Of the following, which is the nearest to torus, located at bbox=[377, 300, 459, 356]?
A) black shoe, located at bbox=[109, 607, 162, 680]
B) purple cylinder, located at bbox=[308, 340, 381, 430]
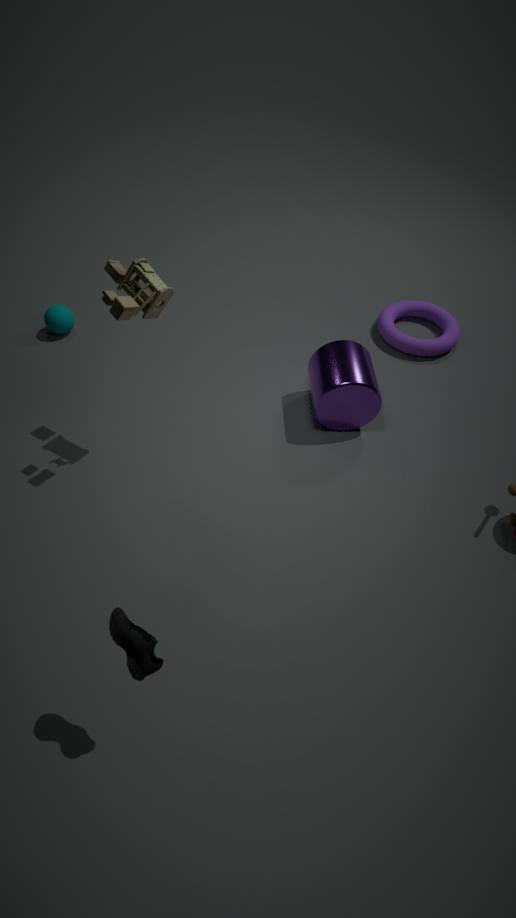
purple cylinder, located at bbox=[308, 340, 381, 430]
